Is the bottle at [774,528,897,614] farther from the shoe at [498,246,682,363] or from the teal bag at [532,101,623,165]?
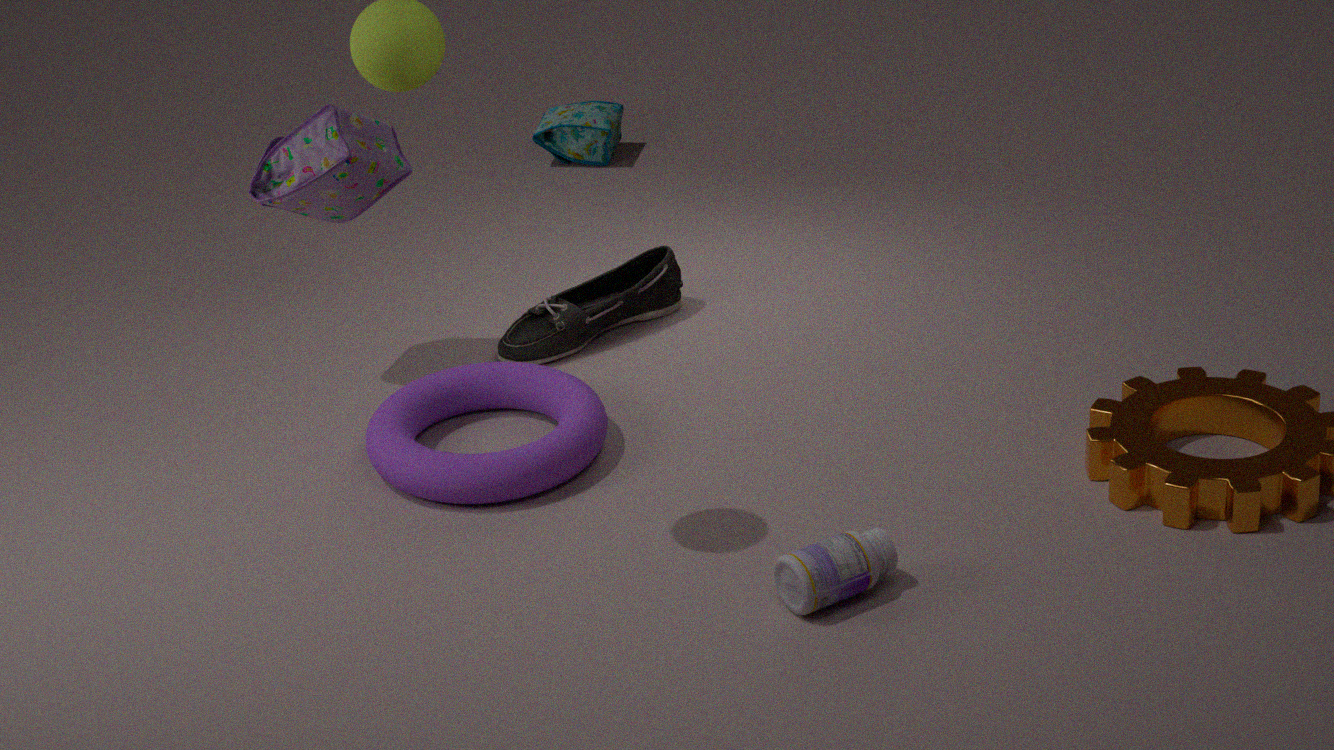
the teal bag at [532,101,623,165]
